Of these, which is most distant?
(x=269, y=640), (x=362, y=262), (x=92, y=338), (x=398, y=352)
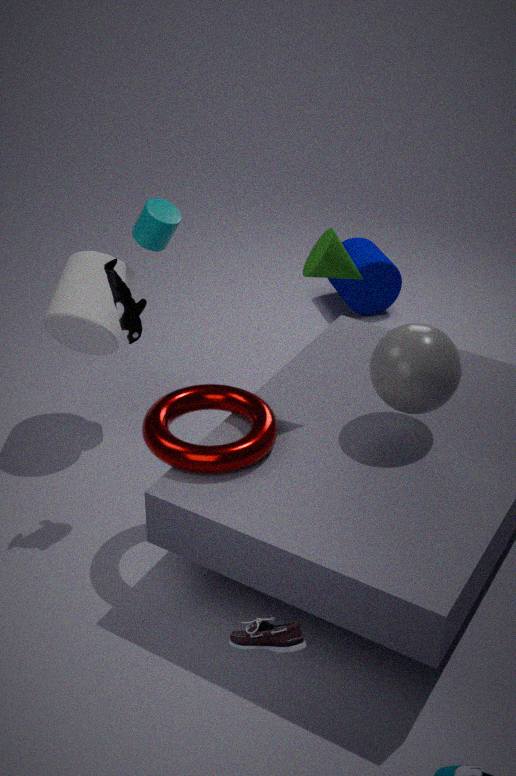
(x=362, y=262)
